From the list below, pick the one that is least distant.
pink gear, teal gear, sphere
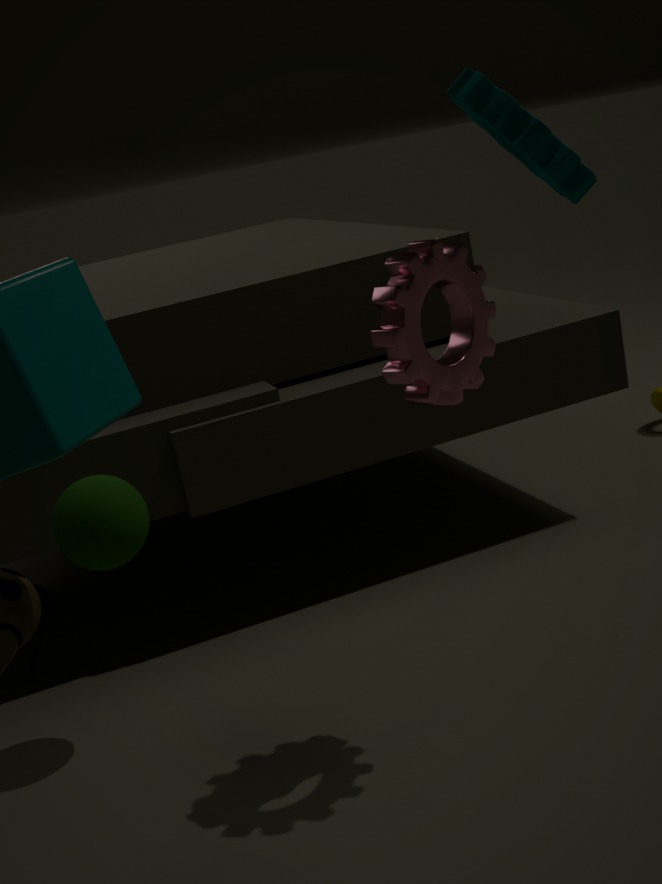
teal gear
